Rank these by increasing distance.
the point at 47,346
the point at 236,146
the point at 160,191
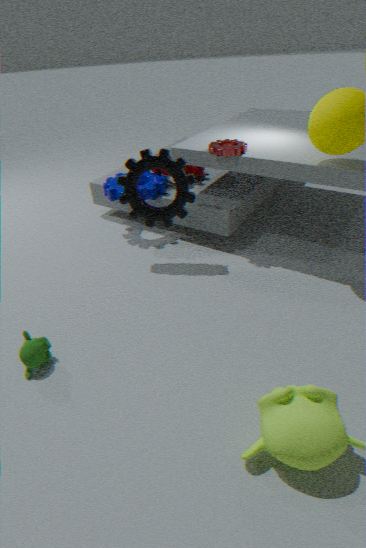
the point at 47,346
the point at 236,146
the point at 160,191
